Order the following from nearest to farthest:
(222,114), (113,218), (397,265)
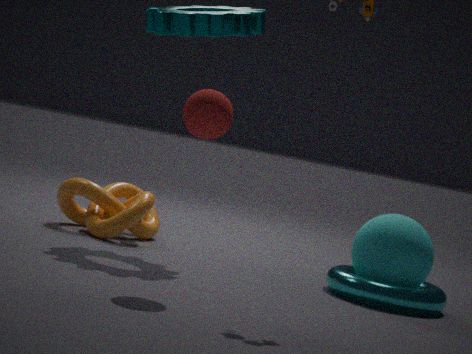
(222,114) → (397,265) → (113,218)
